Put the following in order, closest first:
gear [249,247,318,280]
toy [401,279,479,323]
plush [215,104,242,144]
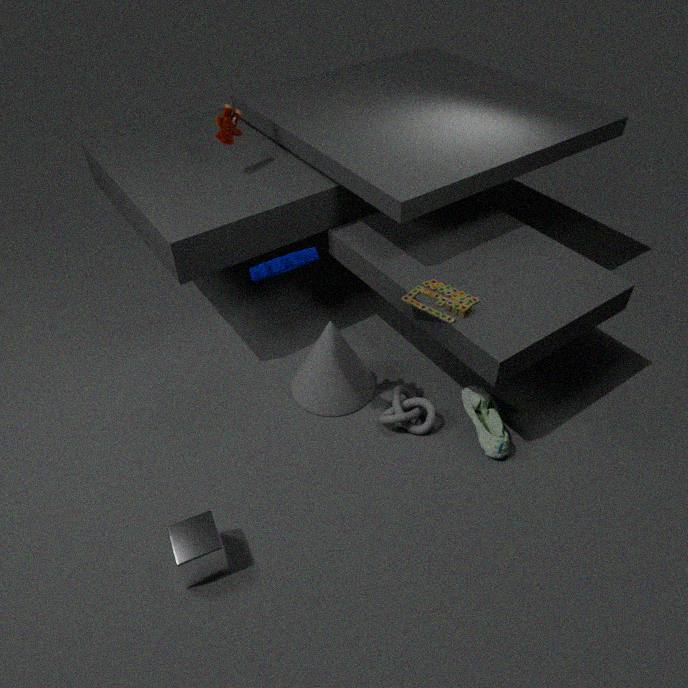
gear [249,247,318,280] → toy [401,279,479,323] → plush [215,104,242,144]
